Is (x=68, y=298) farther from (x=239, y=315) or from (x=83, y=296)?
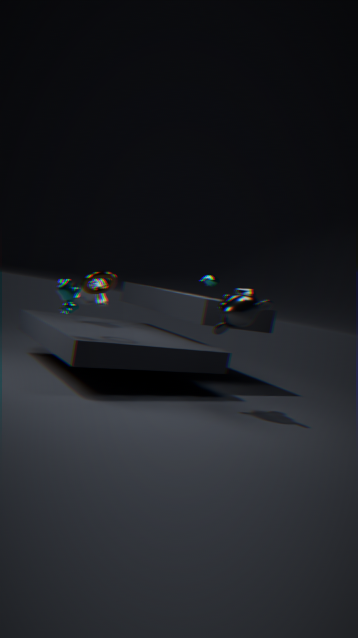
(x=239, y=315)
